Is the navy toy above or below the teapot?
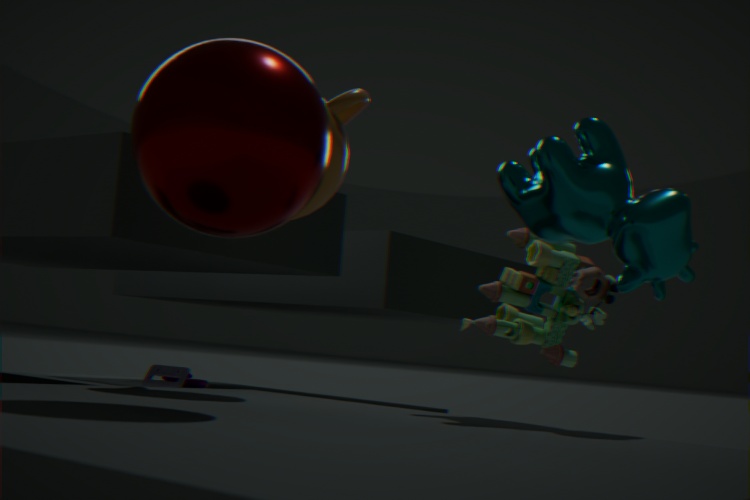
below
